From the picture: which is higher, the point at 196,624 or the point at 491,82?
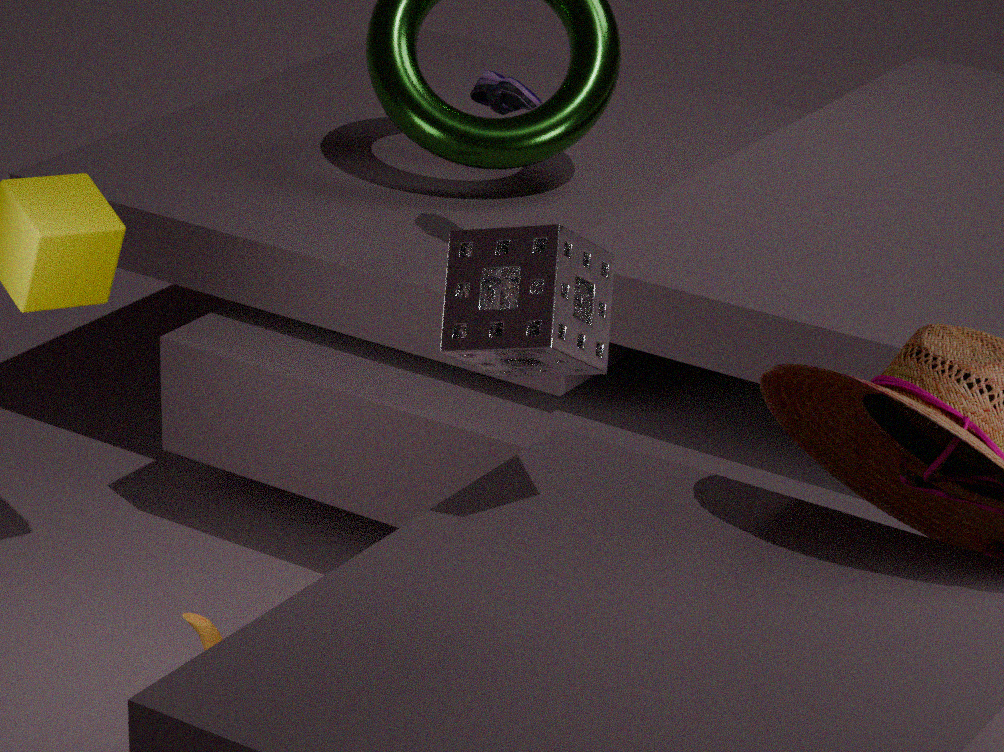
the point at 491,82
